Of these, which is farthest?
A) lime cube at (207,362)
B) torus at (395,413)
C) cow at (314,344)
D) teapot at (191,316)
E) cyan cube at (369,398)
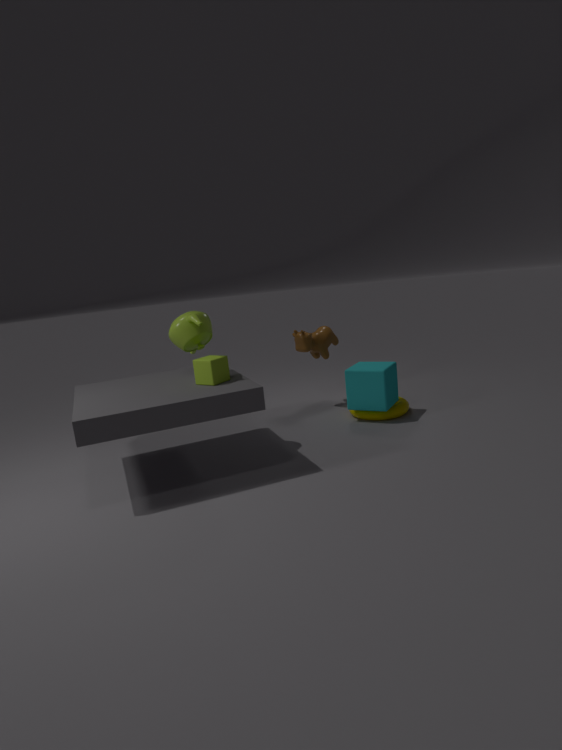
cow at (314,344)
